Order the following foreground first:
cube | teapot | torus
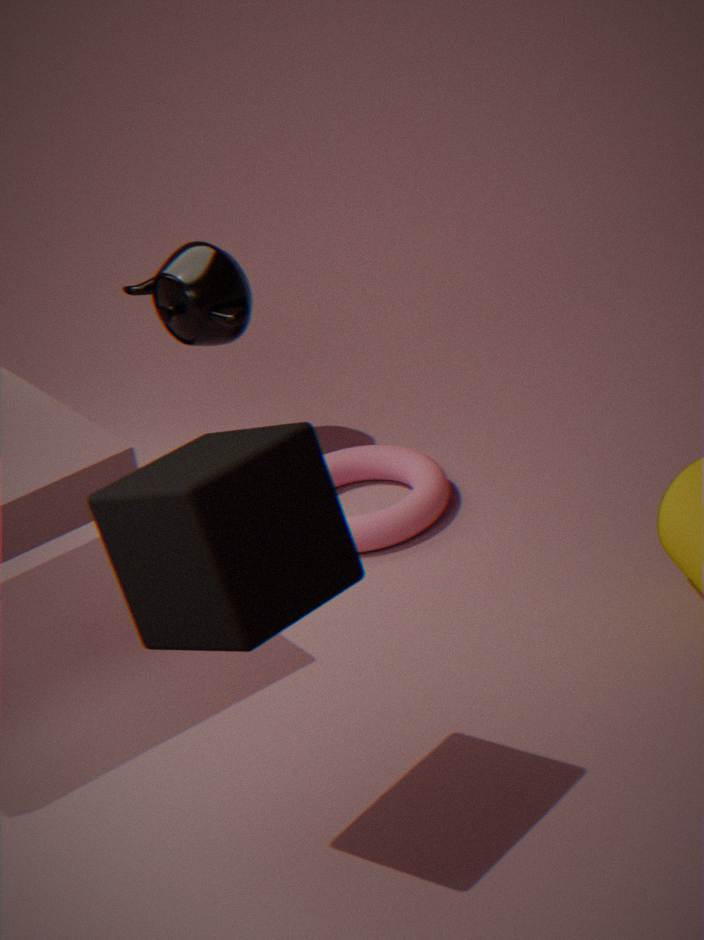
cube
torus
teapot
